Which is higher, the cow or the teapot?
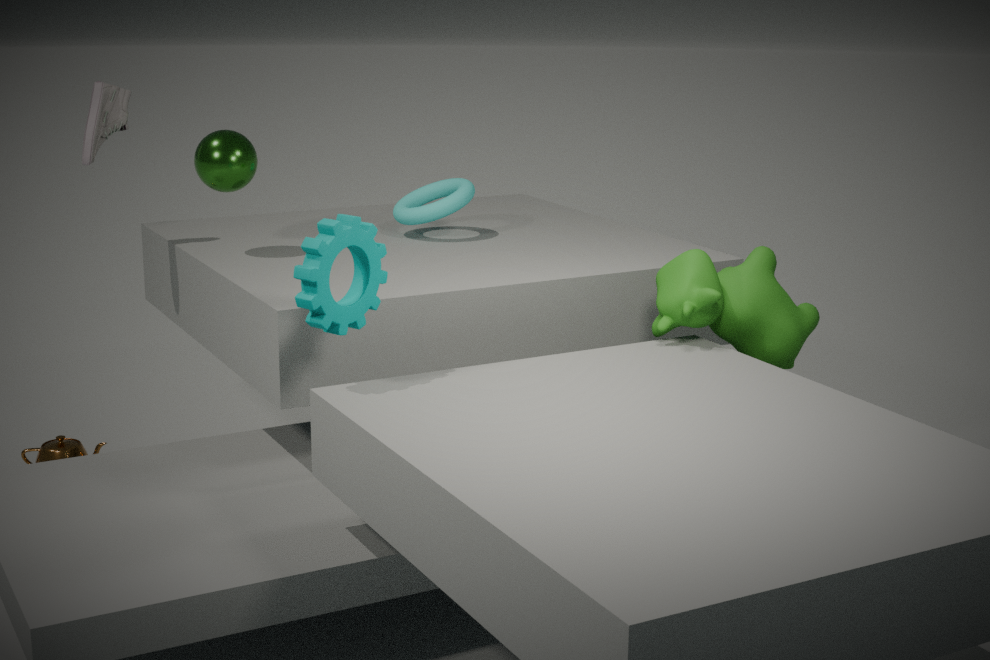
the cow
